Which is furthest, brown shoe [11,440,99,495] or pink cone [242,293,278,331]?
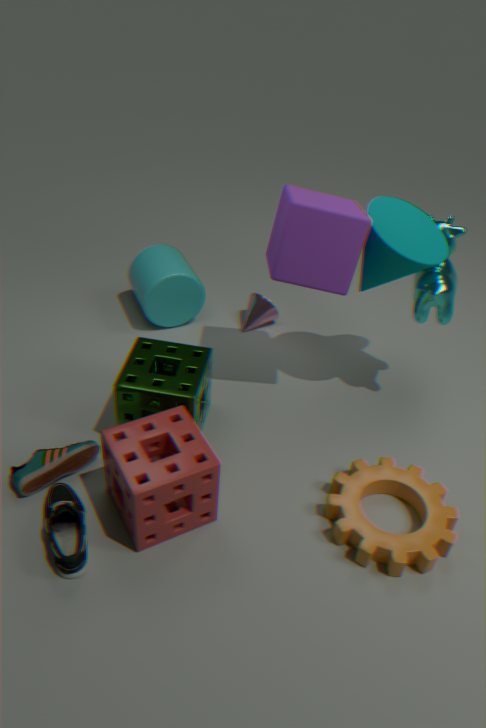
pink cone [242,293,278,331]
